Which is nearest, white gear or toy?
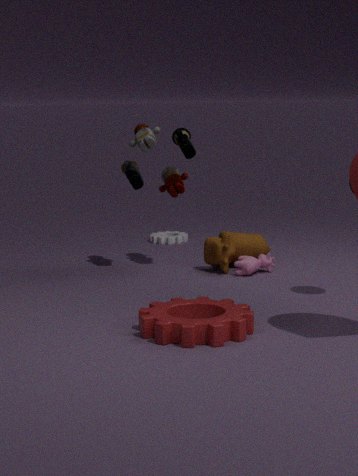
toy
